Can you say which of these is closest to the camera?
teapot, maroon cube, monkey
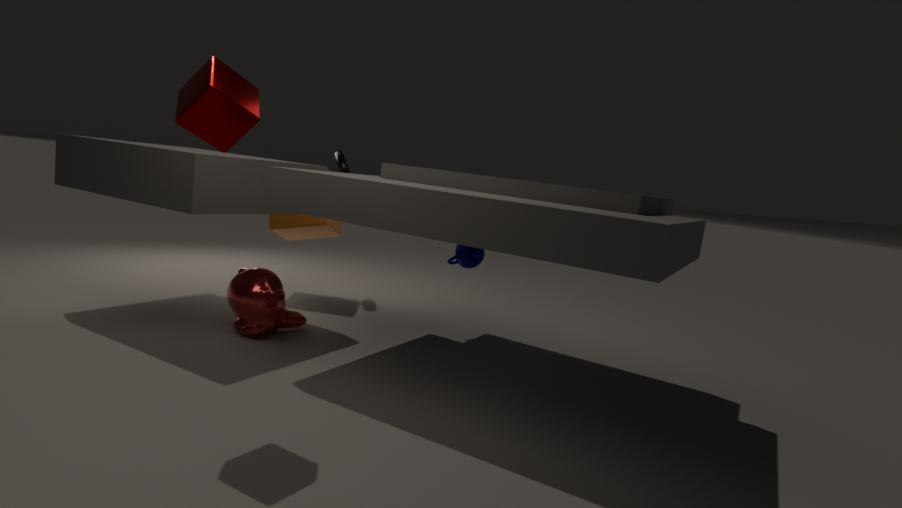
maroon cube
